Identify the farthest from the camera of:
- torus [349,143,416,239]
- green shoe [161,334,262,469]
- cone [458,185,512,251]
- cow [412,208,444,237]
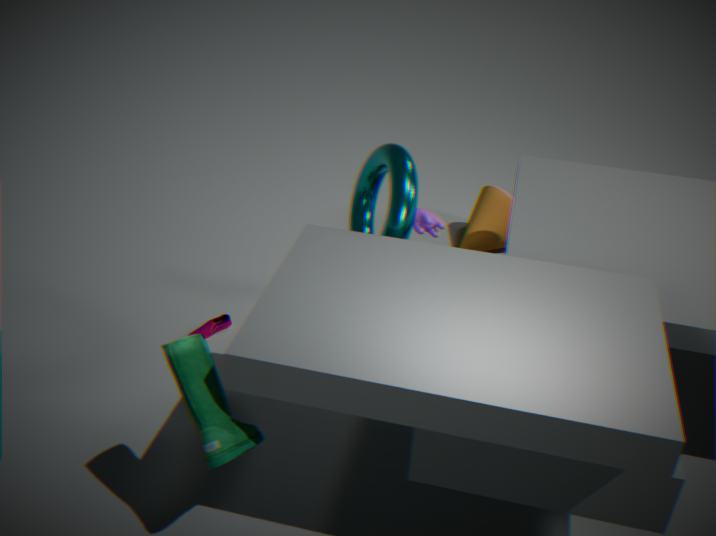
cone [458,185,512,251]
